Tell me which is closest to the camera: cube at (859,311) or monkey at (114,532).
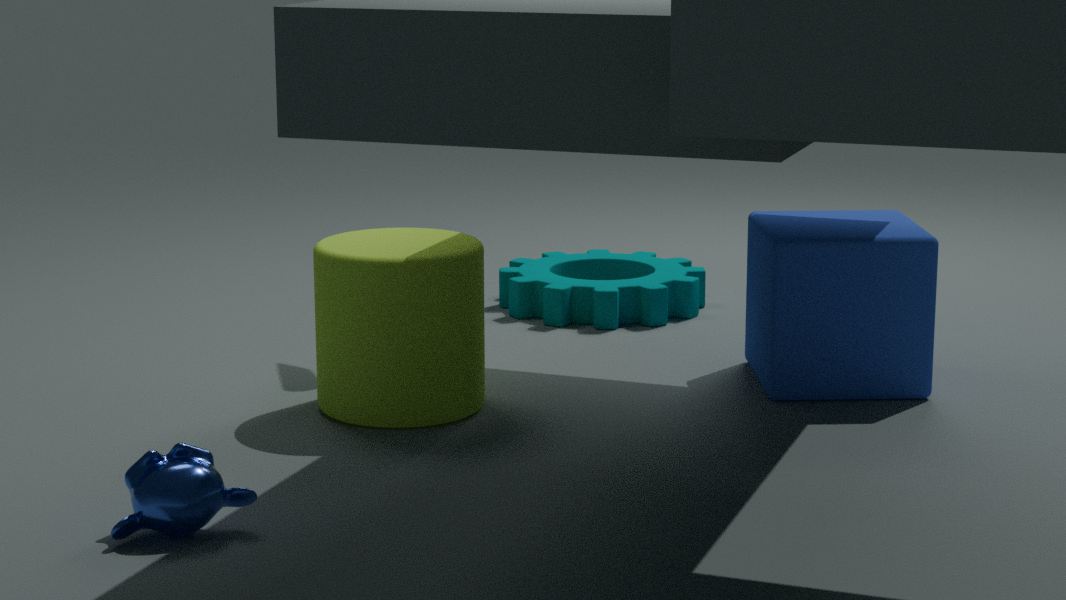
monkey at (114,532)
